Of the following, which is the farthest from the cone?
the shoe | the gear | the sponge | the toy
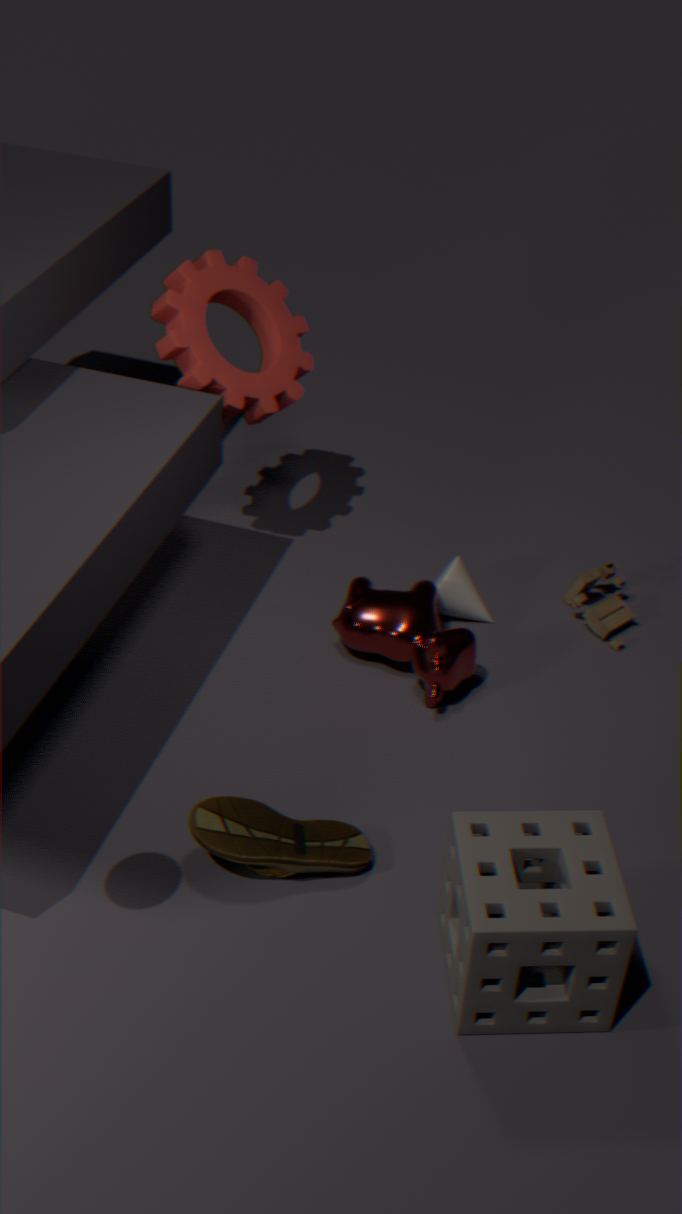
the sponge
